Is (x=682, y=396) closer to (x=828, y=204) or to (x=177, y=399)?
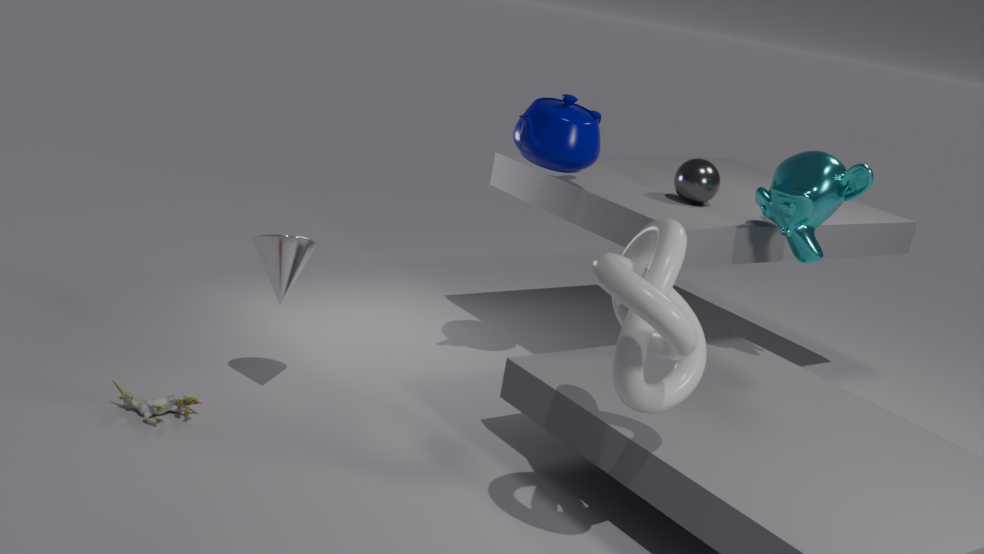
(x=828, y=204)
